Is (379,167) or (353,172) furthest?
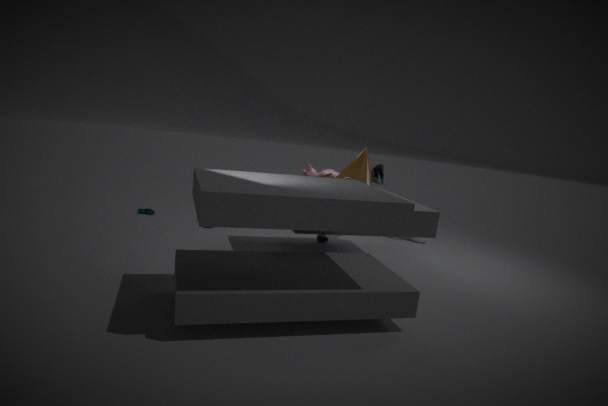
(379,167)
